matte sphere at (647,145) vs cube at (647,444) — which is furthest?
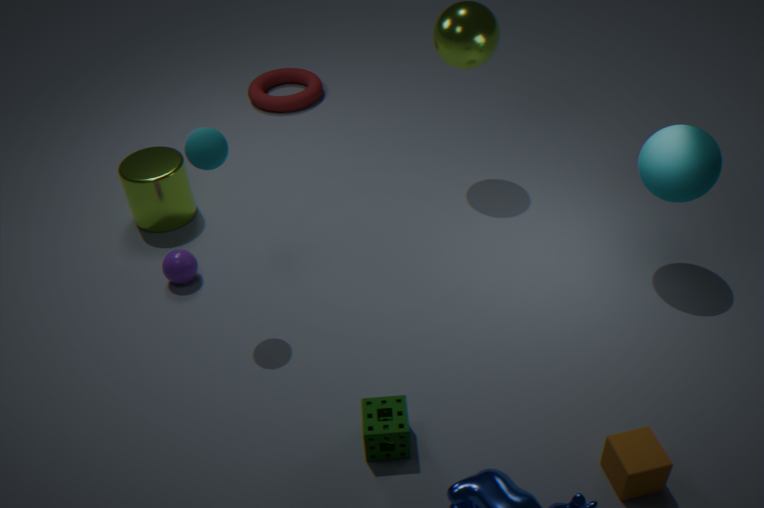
matte sphere at (647,145)
